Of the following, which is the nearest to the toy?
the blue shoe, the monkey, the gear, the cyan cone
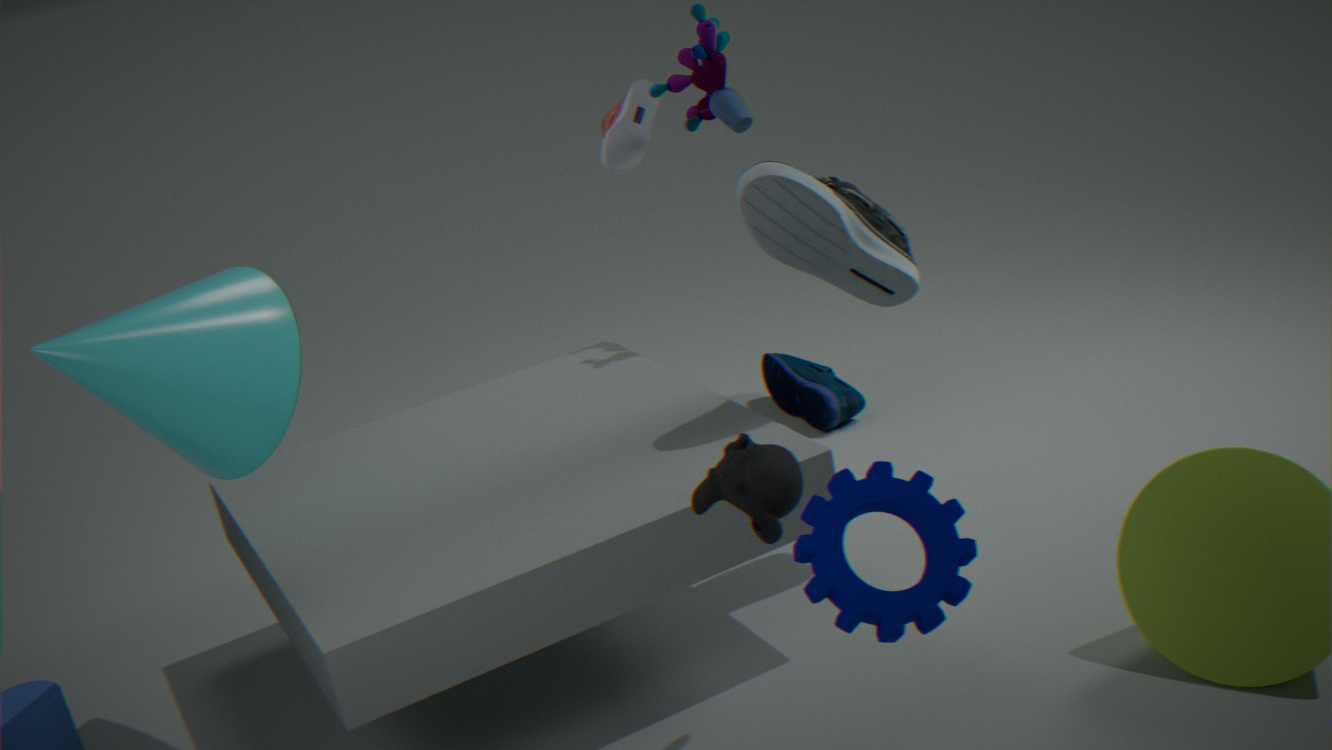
the blue shoe
